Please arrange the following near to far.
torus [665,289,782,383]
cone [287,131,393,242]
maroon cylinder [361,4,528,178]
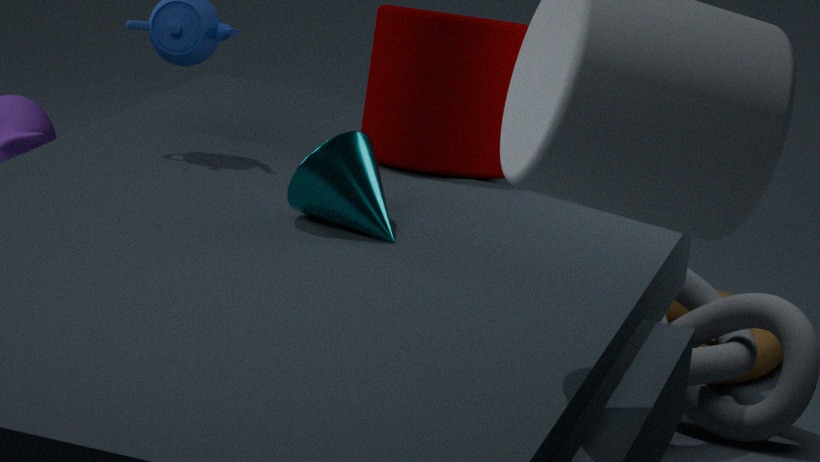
cone [287,131,393,242], maroon cylinder [361,4,528,178], torus [665,289,782,383]
